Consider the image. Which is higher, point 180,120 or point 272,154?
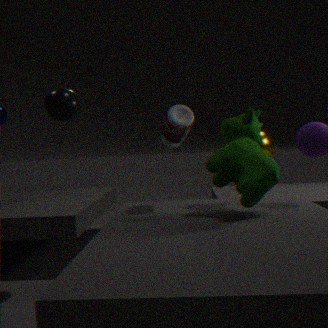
point 180,120
